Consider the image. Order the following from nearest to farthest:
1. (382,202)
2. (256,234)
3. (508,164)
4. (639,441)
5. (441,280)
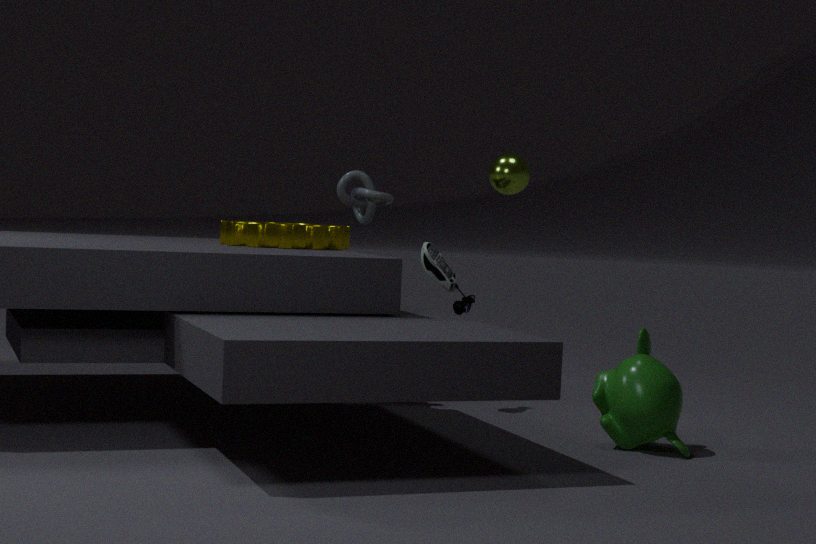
(639,441) → (256,234) → (441,280) → (508,164) → (382,202)
